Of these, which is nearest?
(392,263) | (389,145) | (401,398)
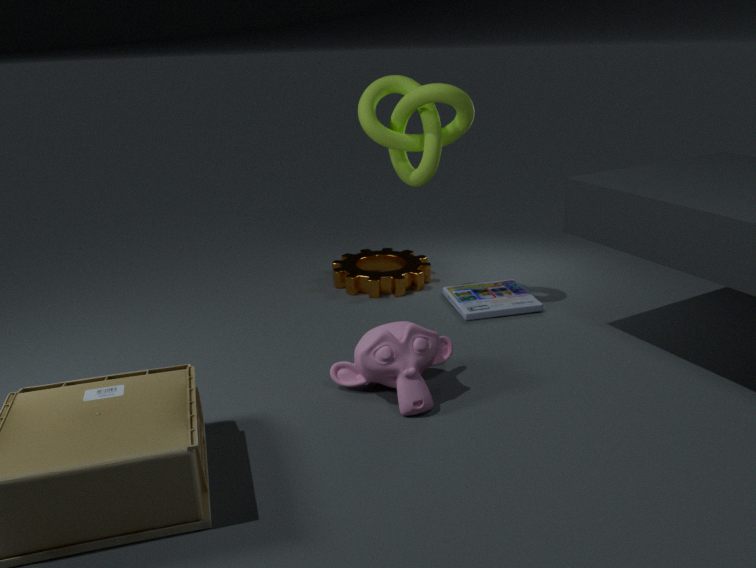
(401,398)
